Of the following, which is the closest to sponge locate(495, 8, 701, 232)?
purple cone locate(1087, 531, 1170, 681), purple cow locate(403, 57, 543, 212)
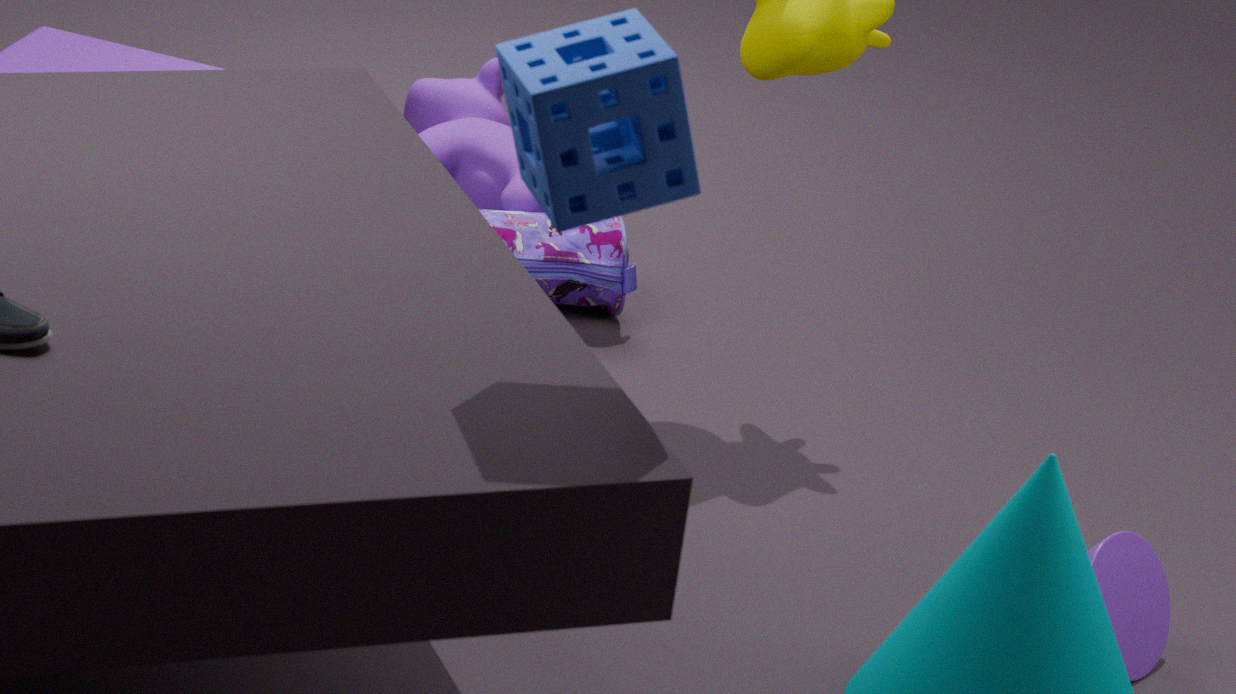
purple cone locate(1087, 531, 1170, 681)
